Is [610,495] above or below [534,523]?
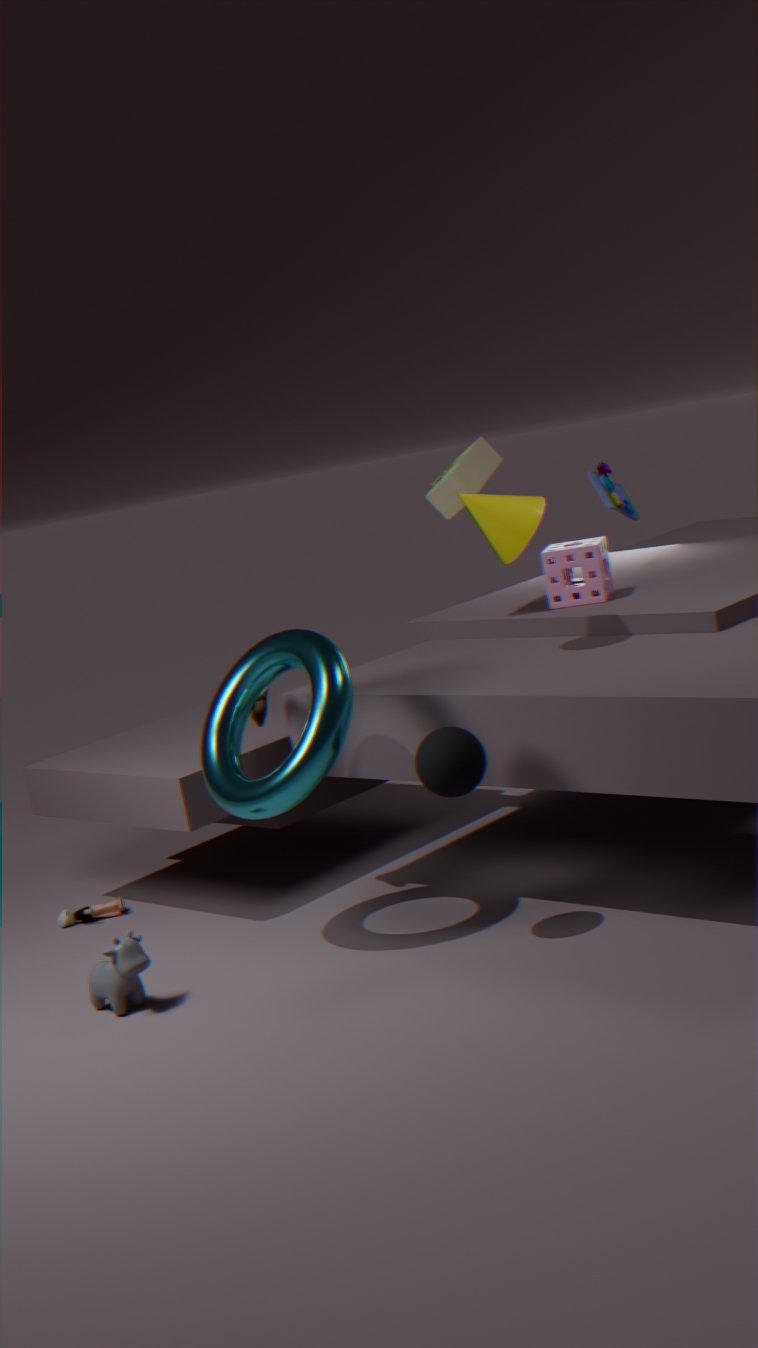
below
